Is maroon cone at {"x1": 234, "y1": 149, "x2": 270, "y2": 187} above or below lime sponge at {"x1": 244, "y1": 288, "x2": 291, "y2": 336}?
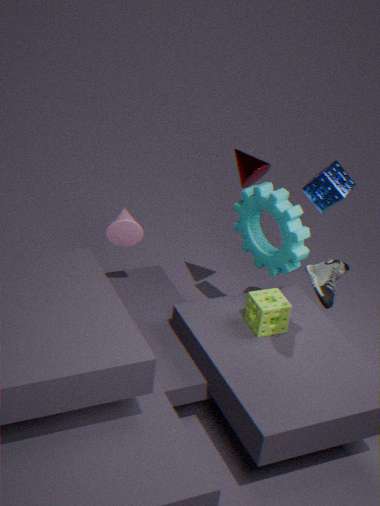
above
